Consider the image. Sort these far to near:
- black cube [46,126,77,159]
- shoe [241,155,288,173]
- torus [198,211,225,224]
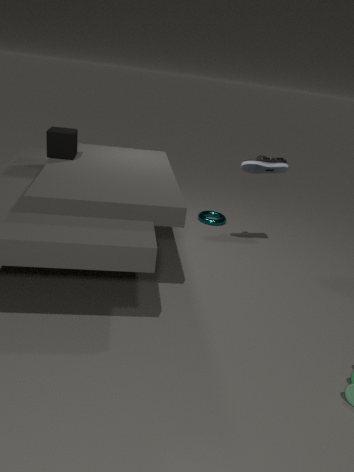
torus [198,211,225,224] → shoe [241,155,288,173] → black cube [46,126,77,159]
